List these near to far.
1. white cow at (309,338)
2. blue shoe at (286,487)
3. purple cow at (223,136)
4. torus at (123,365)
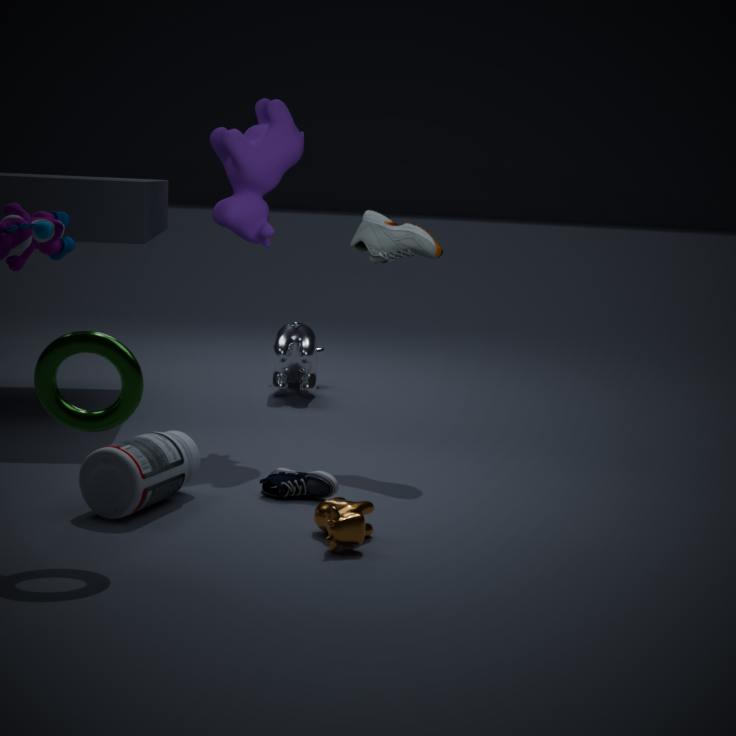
torus at (123,365) → blue shoe at (286,487) → purple cow at (223,136) → white cow at (309,338)
